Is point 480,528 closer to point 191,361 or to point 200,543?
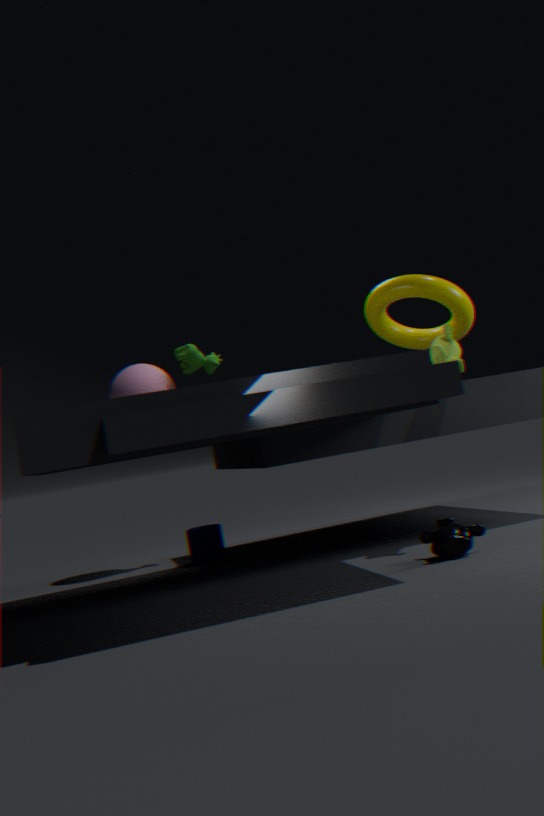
point 200,543
